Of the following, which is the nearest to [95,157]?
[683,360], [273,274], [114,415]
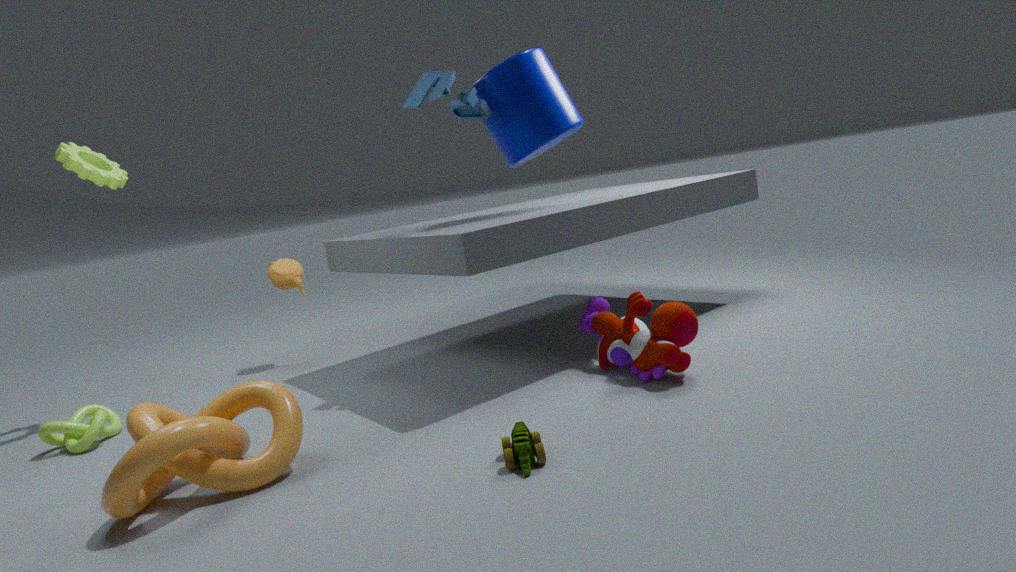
[273,274]
